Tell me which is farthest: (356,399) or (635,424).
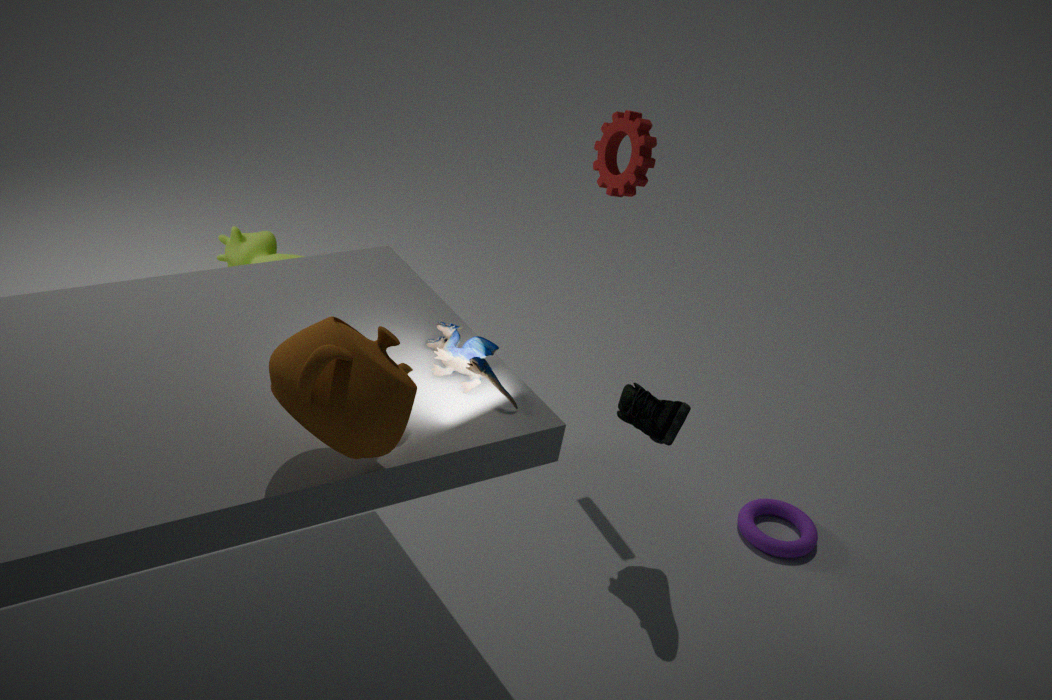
(635,424)
